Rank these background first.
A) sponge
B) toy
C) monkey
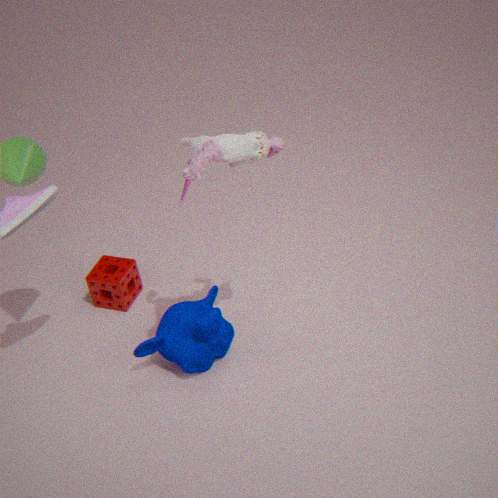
sponge < monkey < toy
